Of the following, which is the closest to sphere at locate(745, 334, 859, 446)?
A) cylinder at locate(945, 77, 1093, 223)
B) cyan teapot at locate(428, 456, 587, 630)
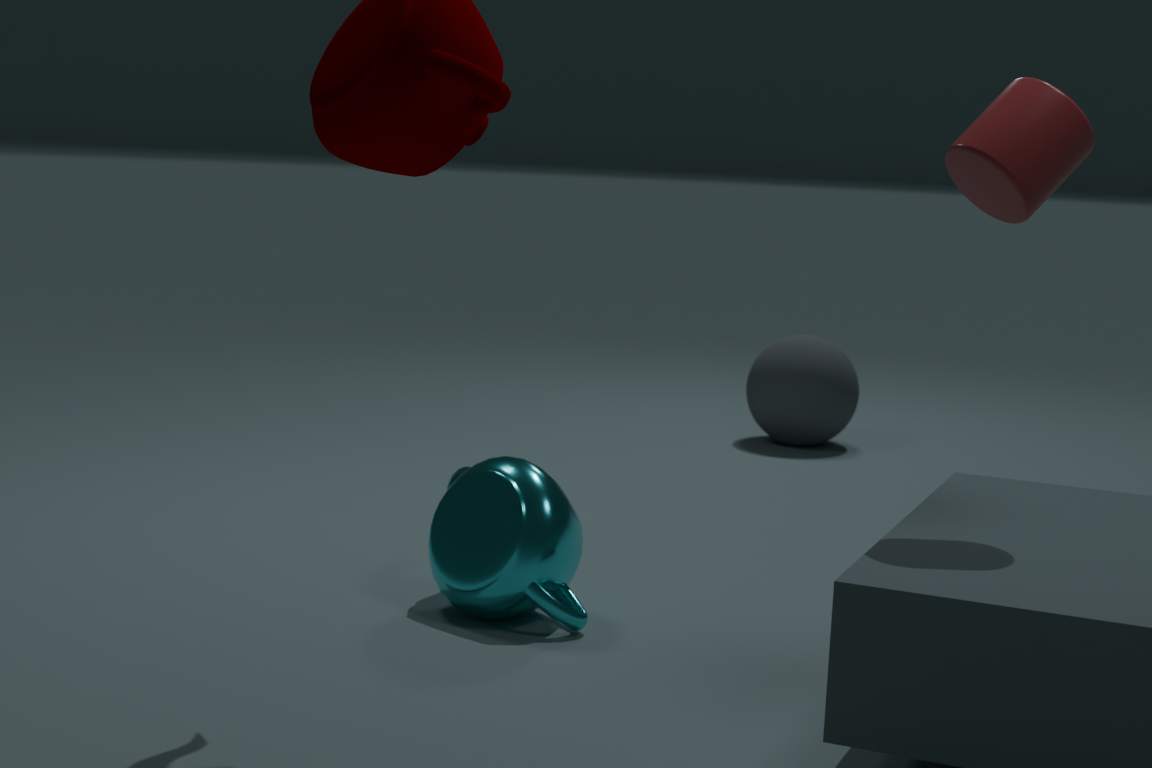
cyan teapot at locate(428, 456, 587, 630)
